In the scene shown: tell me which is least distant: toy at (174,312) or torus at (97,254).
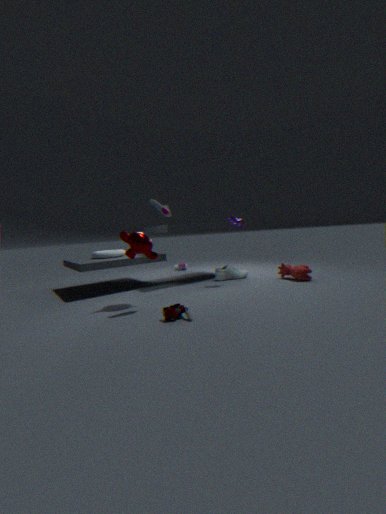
toy at (174,312)
